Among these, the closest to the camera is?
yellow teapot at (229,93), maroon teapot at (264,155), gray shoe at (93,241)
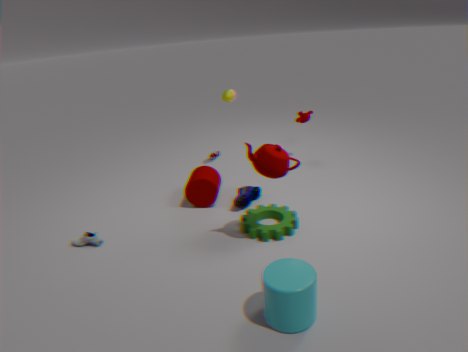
maroon teapot at (264,155)
